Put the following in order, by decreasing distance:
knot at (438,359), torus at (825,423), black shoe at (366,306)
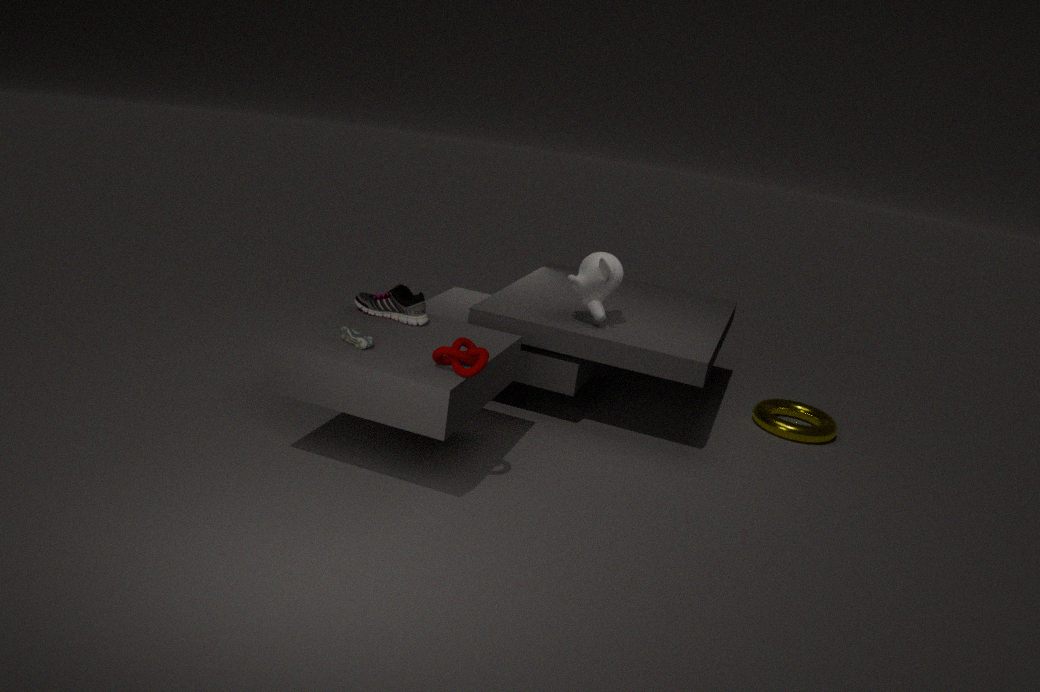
torus at (825,423) < black shoe at (366,306) < knot at (438,359)
